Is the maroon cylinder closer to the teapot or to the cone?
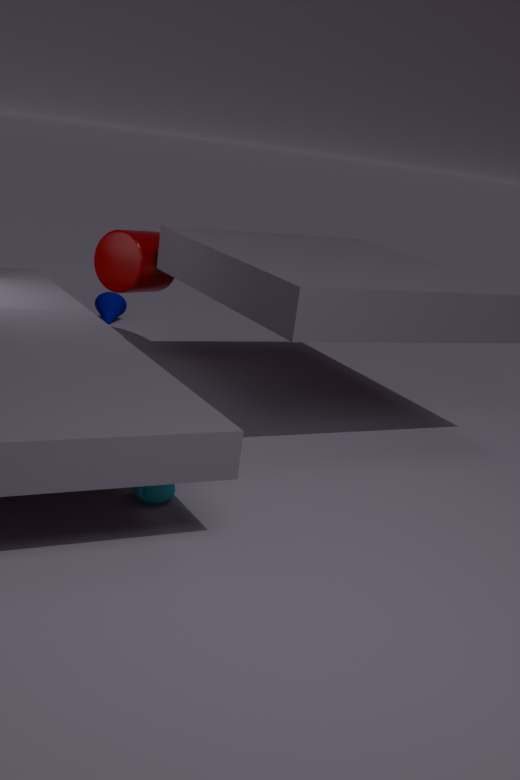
the cone
